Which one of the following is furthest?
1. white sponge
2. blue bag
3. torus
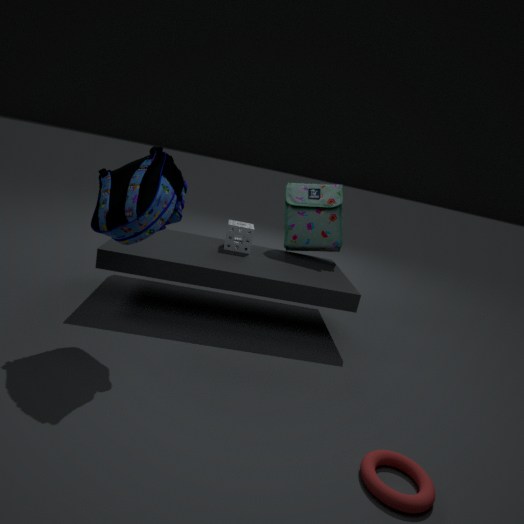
white sponge
